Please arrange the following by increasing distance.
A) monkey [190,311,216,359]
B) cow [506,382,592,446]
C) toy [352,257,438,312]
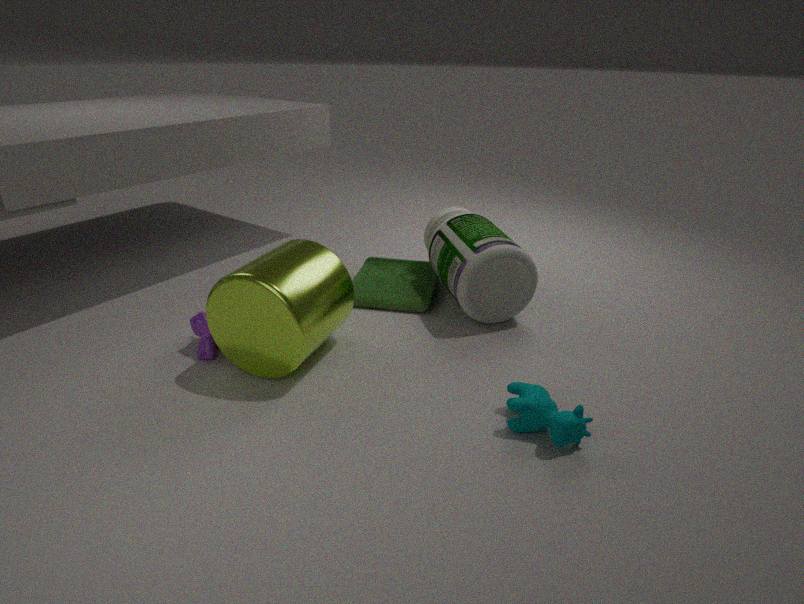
1. cow [506,382,592,446]
2. monkey [190,311,216,359]
3. toy [352,257,438,312]
